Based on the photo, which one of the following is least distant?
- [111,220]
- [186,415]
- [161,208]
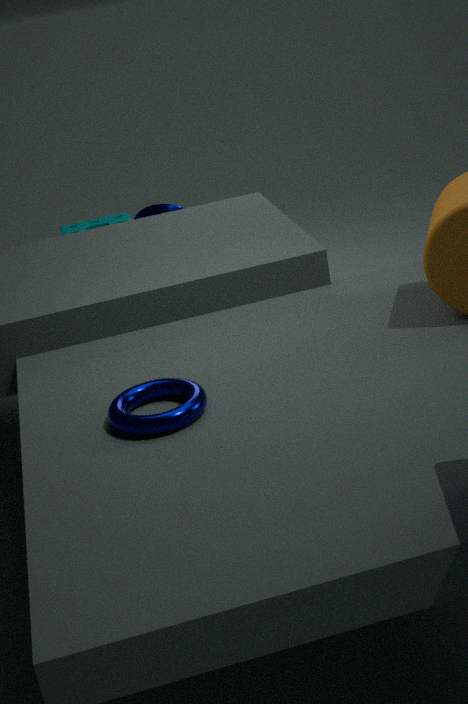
[186,415]
